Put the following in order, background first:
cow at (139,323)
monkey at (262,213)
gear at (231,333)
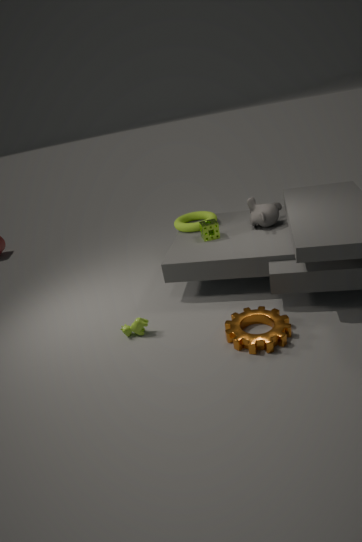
1. monkey at (262,213)
2. cow at (139,323)
3. gear at (231,333)
